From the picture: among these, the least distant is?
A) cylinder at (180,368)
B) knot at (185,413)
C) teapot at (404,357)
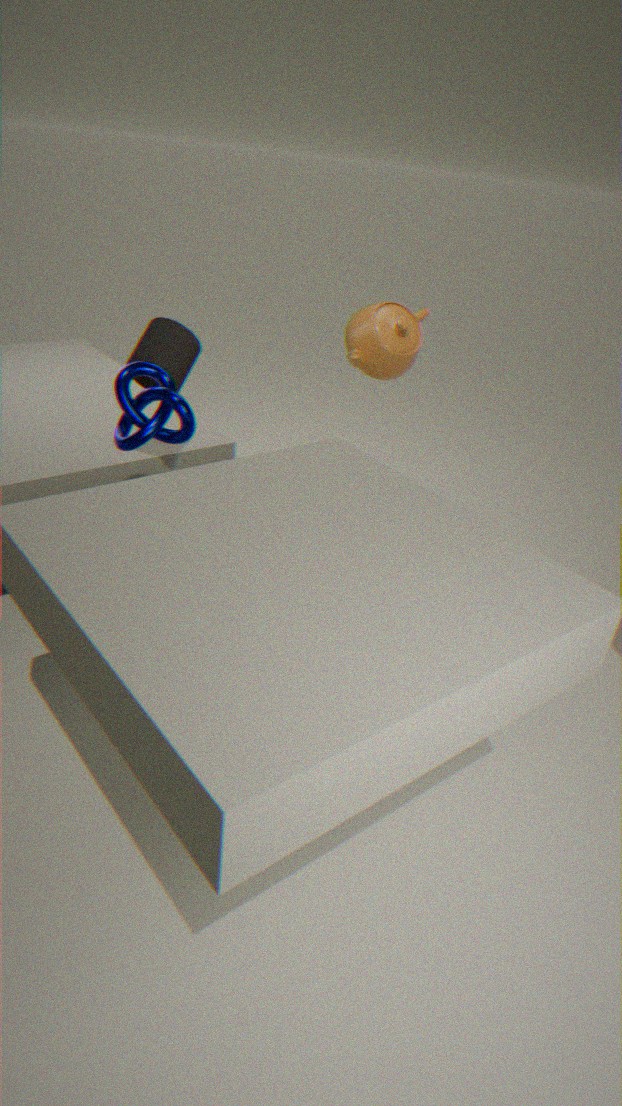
knot at (185,413)
